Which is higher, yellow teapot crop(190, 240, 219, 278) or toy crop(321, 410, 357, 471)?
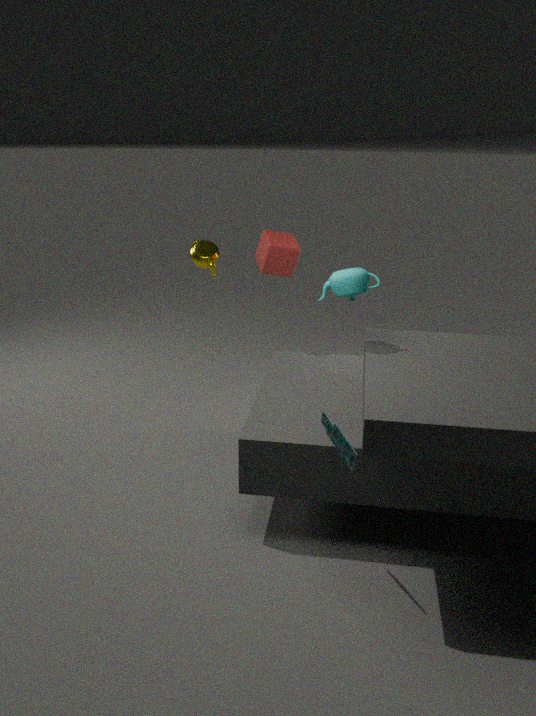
yellow teapot crop(190, 240, 219, 278)
